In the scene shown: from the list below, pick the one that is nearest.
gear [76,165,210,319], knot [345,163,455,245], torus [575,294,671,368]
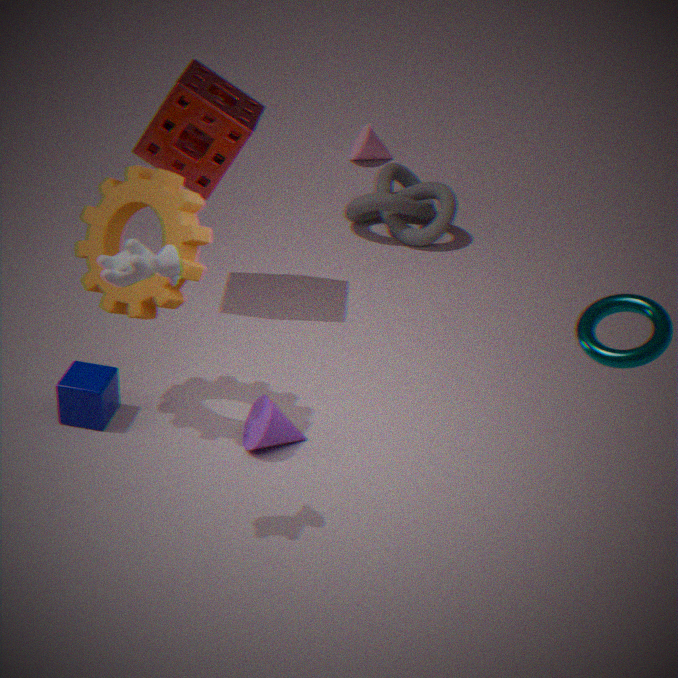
torus [575,294,671,368]
